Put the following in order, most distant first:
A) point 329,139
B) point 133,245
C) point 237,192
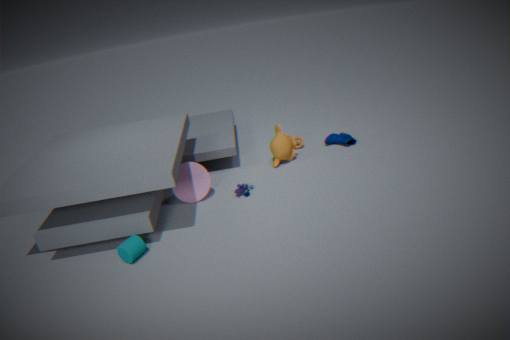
point 329,139, point 237,192, point 133,245
